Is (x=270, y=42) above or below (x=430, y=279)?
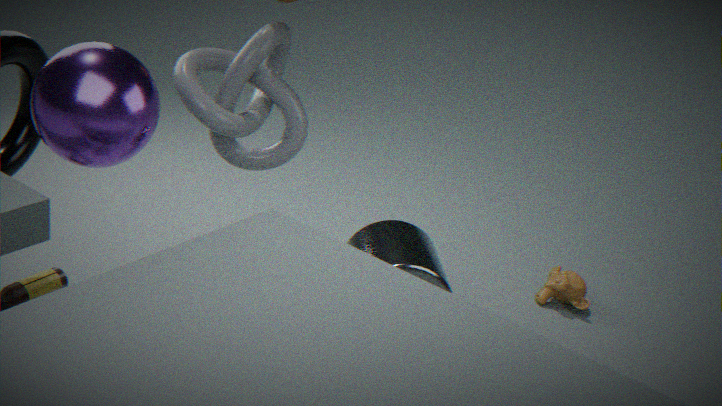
above
